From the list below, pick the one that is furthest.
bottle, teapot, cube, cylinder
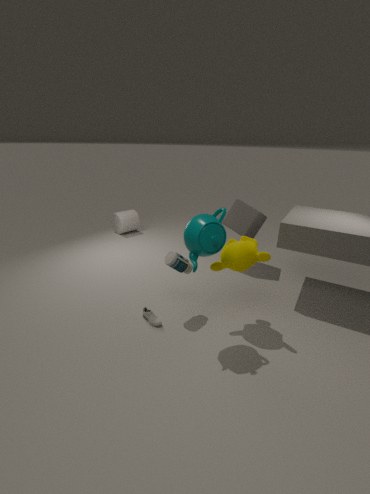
cylinder
